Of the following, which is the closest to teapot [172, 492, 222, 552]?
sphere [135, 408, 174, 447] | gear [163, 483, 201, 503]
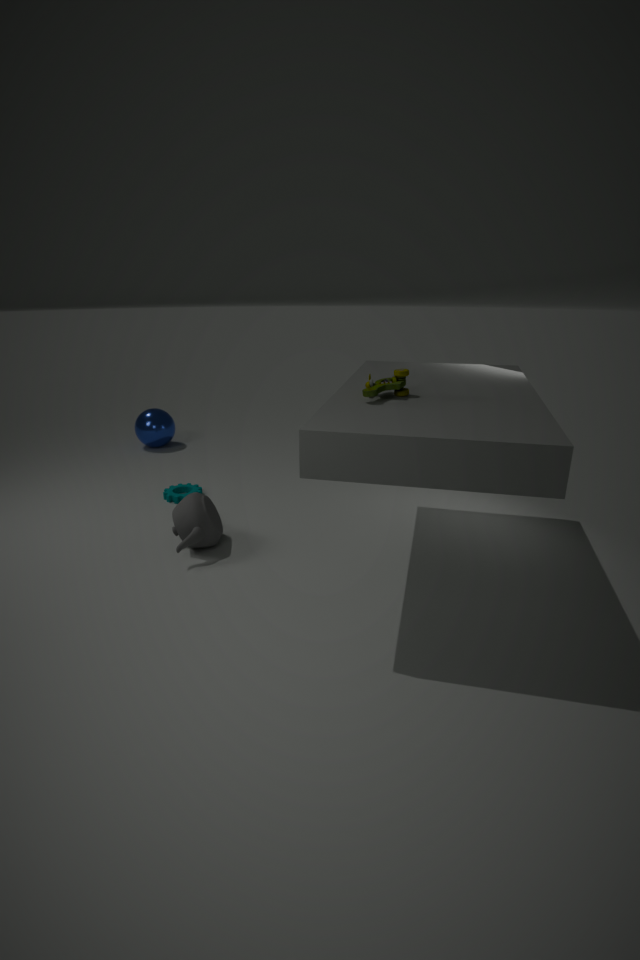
gear [163, 483, 201, 503]
